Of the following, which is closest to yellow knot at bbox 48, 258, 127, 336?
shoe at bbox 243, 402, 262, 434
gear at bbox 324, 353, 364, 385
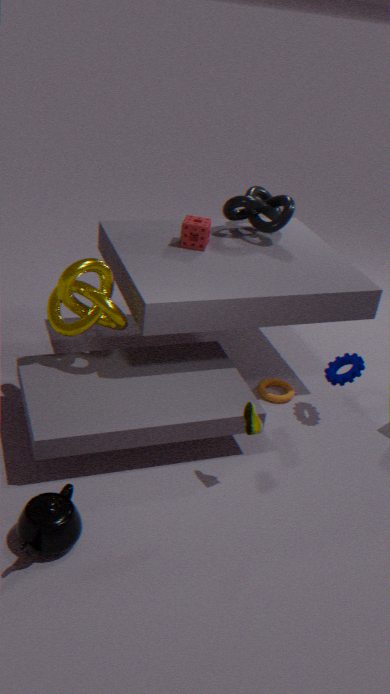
shoe at bbox 243, 402, 262, 434
